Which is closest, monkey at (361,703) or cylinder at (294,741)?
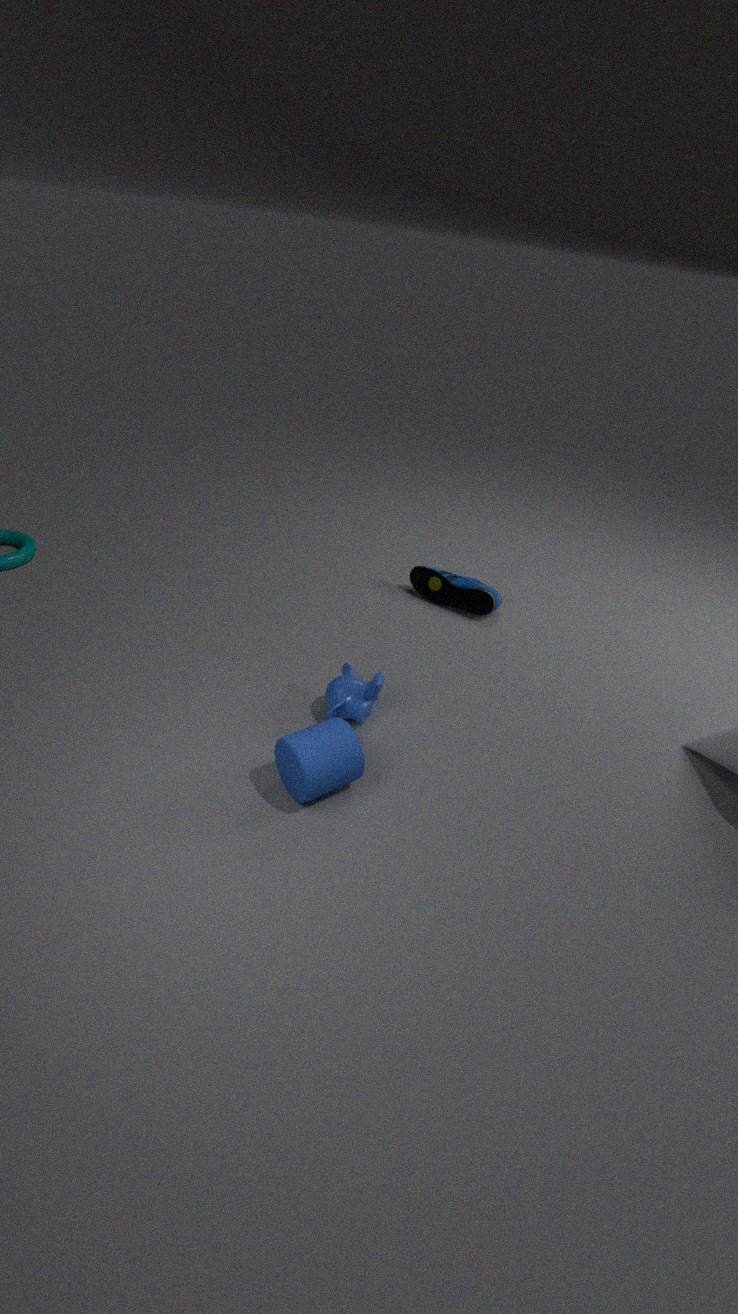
cylinder at (294,741)
